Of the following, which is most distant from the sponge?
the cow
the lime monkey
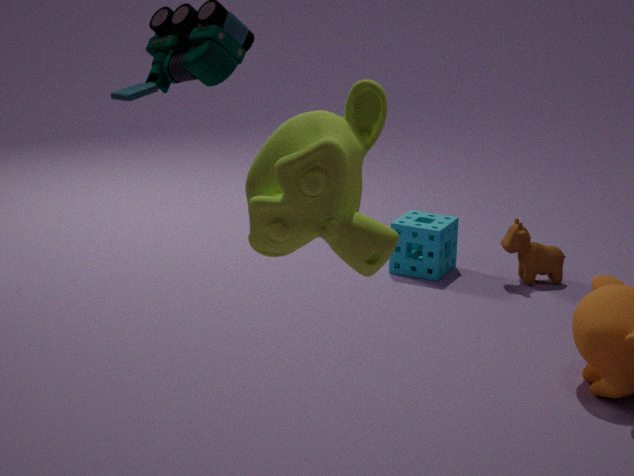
the lime monkey
